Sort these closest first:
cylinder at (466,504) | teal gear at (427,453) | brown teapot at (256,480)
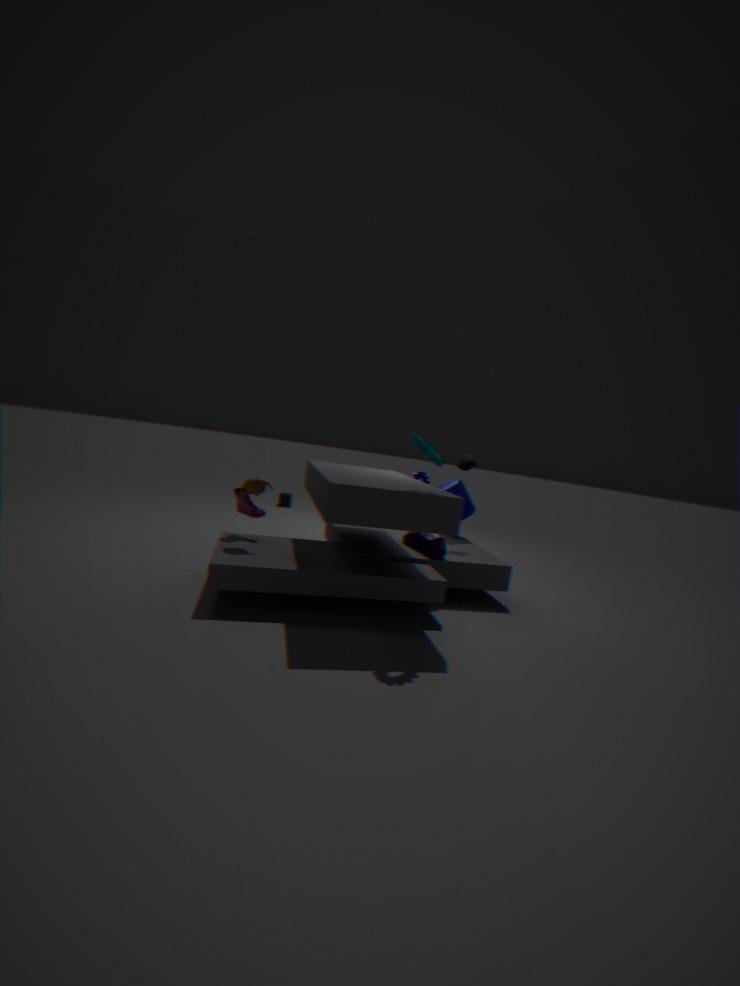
teal gear at (427,453) < brown teapot at (256,480) < cylinder at (466,504)
